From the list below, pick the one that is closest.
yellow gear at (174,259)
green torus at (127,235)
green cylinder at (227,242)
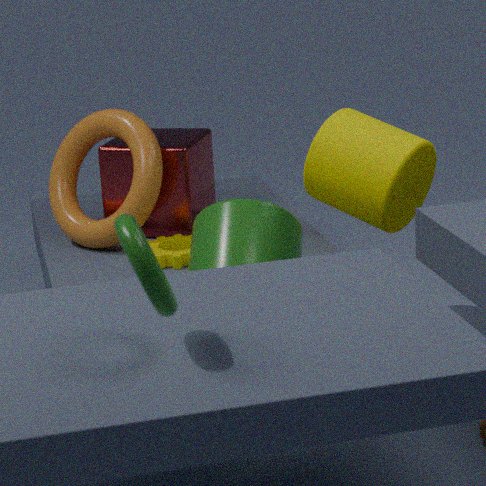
green torus at (127,235)
